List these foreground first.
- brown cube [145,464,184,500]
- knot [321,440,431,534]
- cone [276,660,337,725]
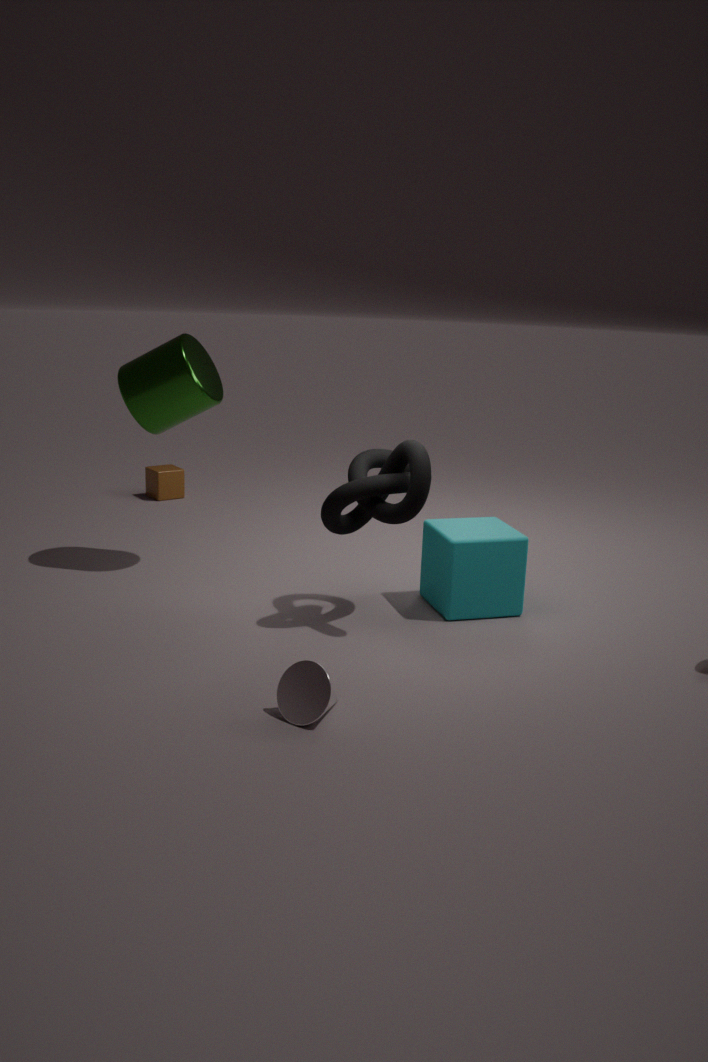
cone [276,660,337,725], knot [321,440,431,534], brown cube [145,464,184,500]
